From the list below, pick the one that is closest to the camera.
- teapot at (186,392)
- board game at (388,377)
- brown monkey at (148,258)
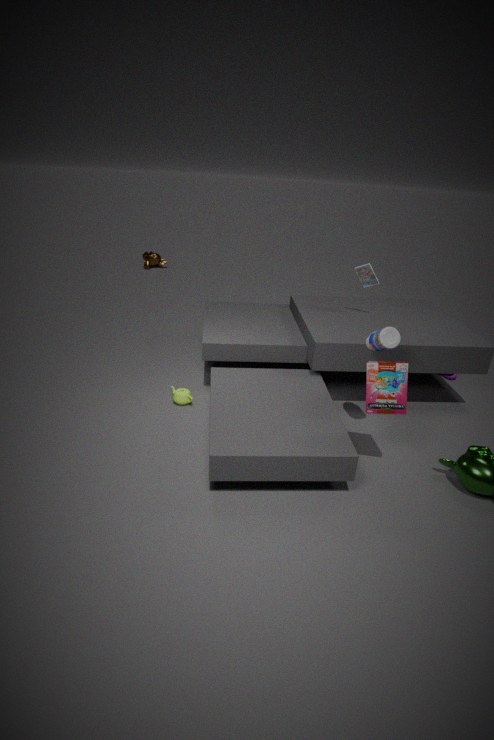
board game at (388,377)
